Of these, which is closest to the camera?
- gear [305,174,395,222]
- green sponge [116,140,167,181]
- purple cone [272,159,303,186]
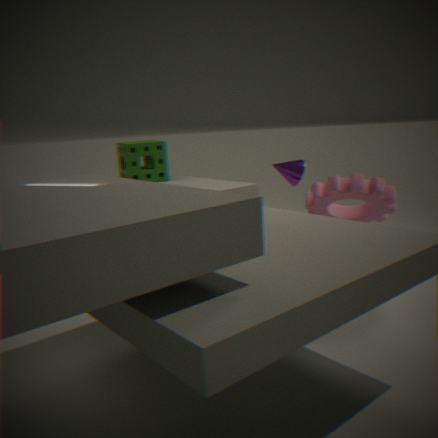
gear [305,174,395,222]
